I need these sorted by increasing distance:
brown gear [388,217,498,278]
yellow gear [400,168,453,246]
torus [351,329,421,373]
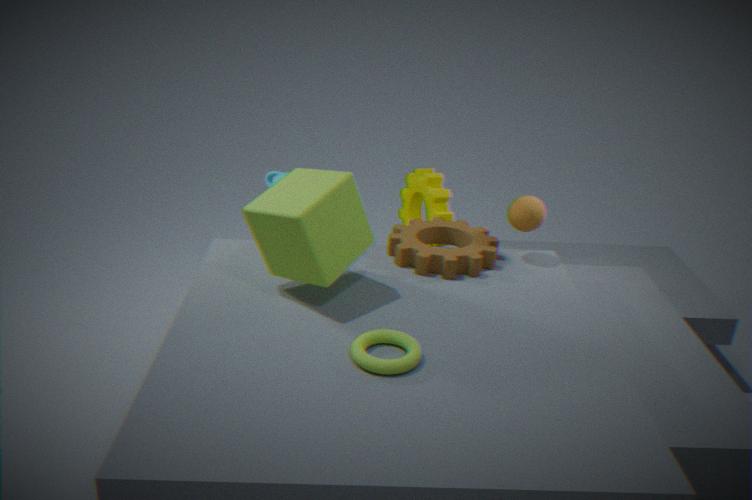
torus [351,329,421,373], brown gear [388,217,498,278], yellow gear [400,168,453,246]
